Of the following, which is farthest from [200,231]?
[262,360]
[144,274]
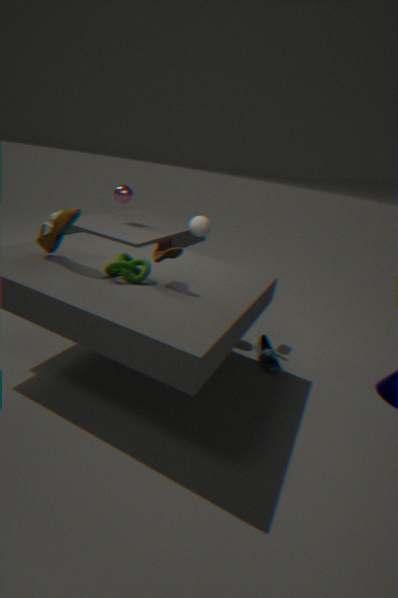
[262,360]
